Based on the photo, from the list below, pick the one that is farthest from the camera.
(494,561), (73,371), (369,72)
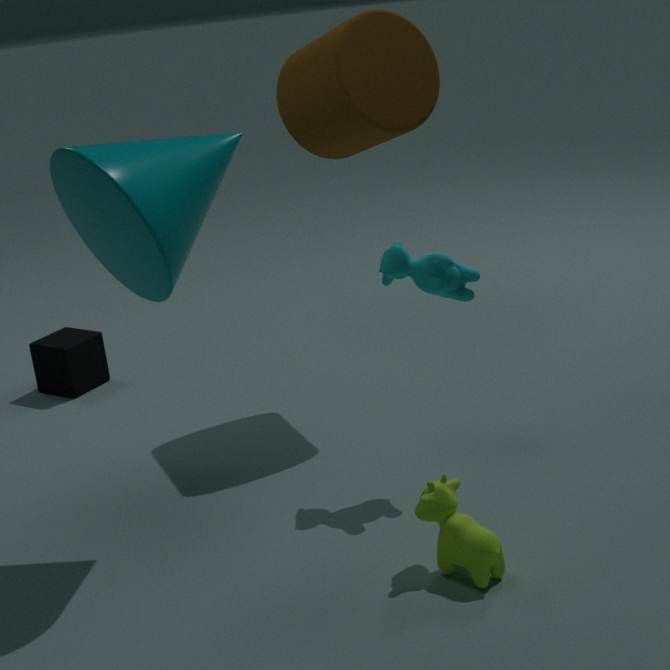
(73,371)
